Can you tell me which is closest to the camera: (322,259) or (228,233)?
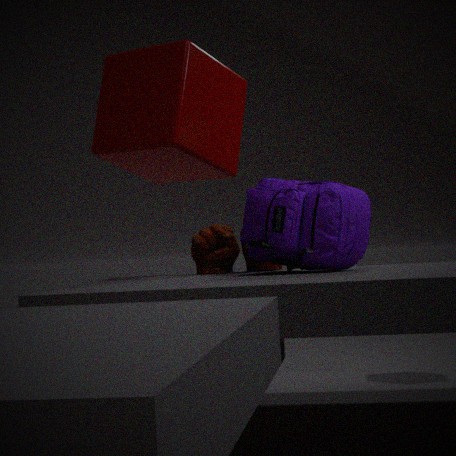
(322,259)
